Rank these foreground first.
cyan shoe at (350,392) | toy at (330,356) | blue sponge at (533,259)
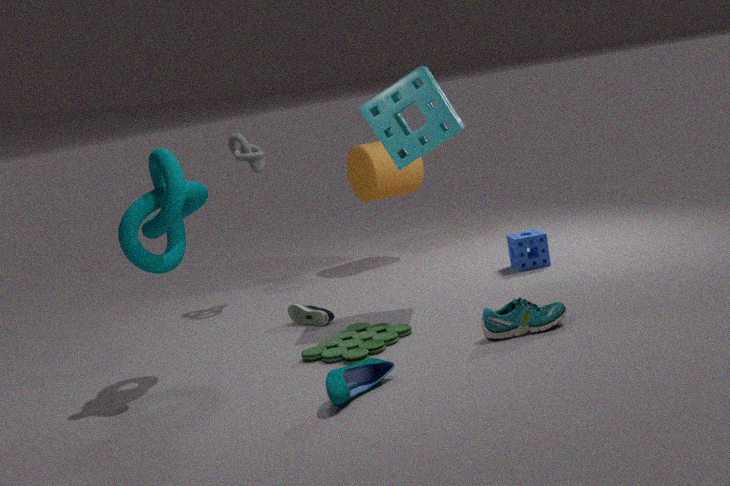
cyan shoe at (350,392), toy at (330,356), blue sponge at (533,259)
